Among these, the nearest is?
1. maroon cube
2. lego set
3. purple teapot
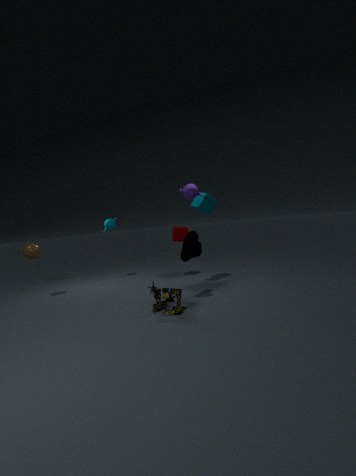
lego set
